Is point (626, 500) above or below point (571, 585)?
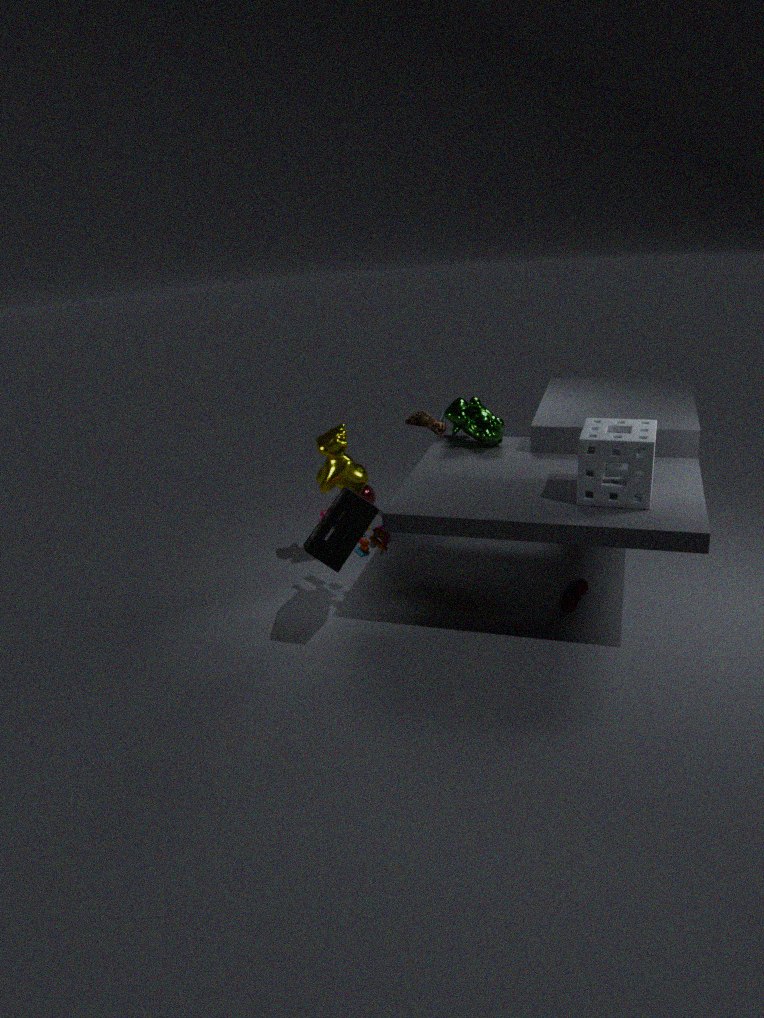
above
